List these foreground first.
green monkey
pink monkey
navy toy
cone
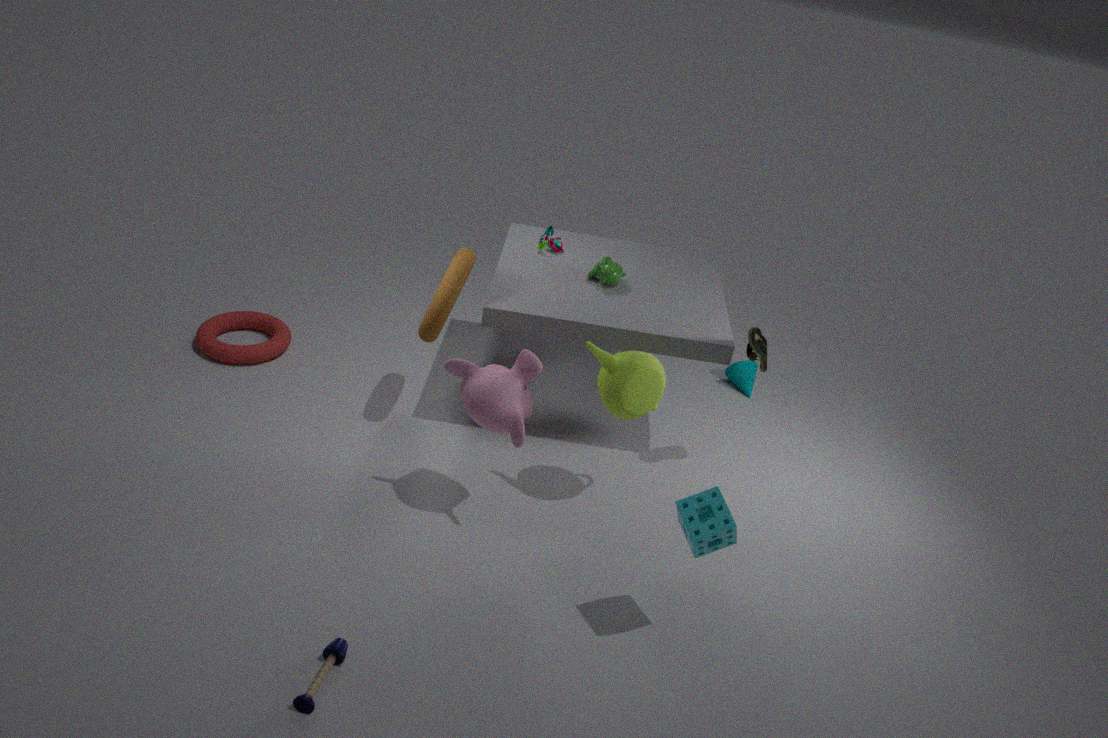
navy toy → pink monkey → green monkey → cone
